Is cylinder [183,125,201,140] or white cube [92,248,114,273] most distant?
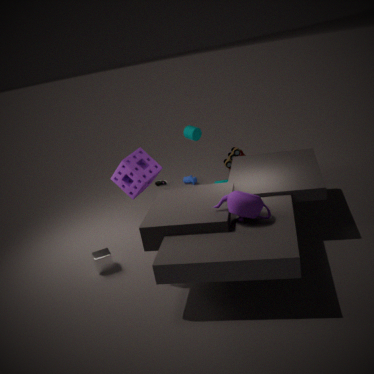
cylinder [183,125,201,140]
